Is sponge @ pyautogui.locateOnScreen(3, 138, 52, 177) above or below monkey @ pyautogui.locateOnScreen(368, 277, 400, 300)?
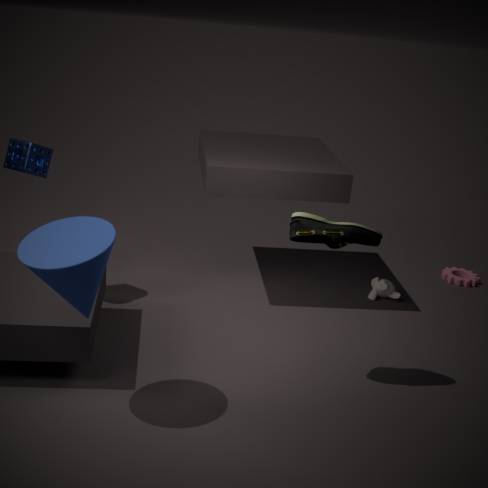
above
